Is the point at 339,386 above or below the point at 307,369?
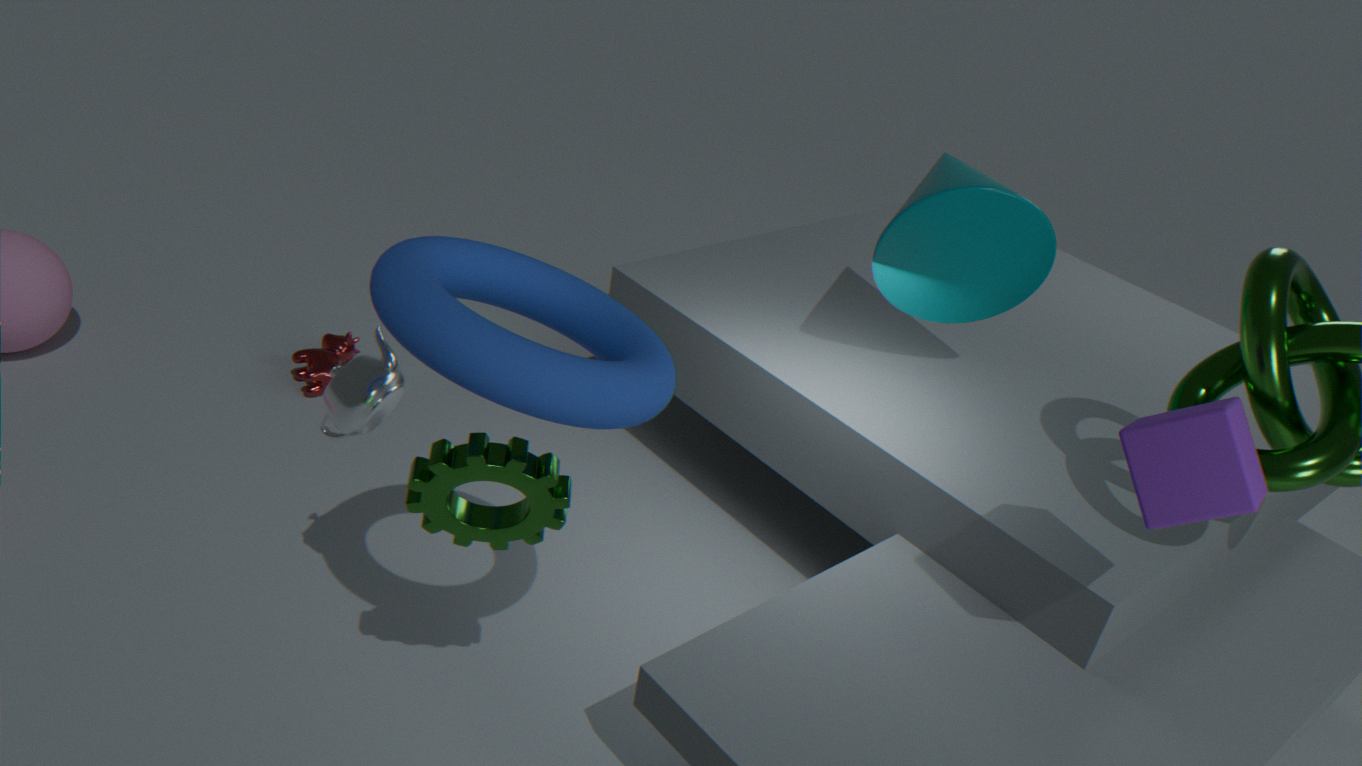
above
